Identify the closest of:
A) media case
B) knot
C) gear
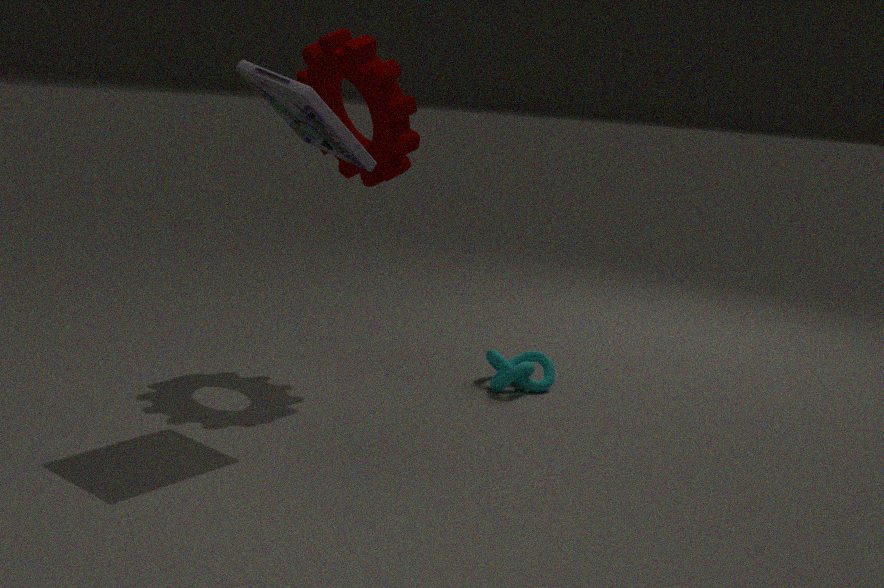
media case
